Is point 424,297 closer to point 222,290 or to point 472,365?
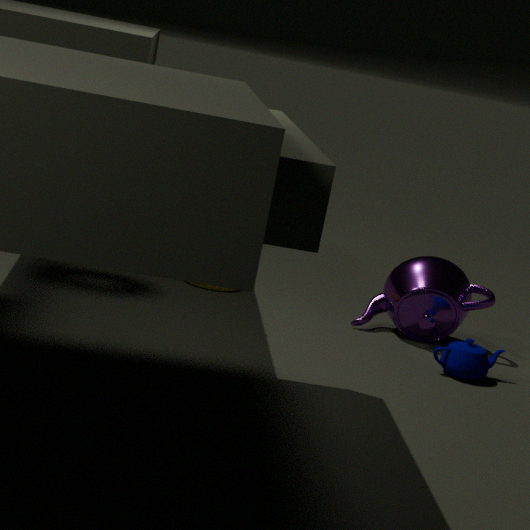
point 472,365
